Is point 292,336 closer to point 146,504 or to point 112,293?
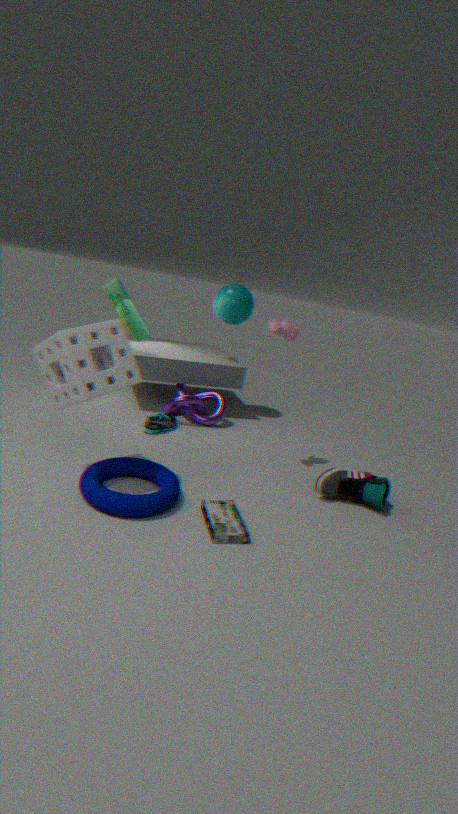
point 112,293
